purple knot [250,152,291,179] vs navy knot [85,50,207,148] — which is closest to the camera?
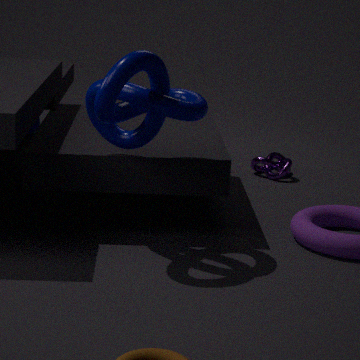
navy knot [85,50,207,148]
